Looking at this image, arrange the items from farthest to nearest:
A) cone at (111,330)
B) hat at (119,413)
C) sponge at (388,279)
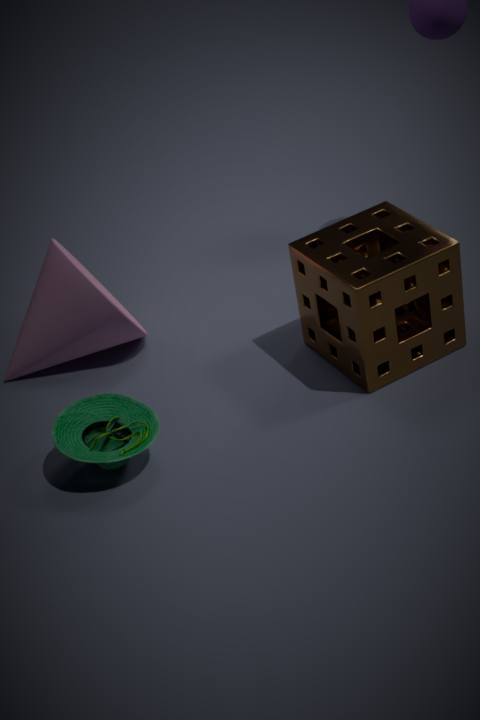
cone at (111,330) < sponge at (388,279) < hat at (119,413)
